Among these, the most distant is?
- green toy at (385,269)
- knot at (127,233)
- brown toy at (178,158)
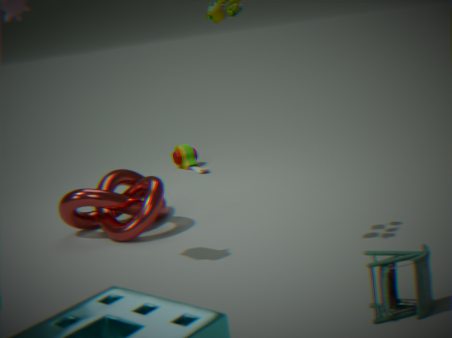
brown toy at (178,158)
